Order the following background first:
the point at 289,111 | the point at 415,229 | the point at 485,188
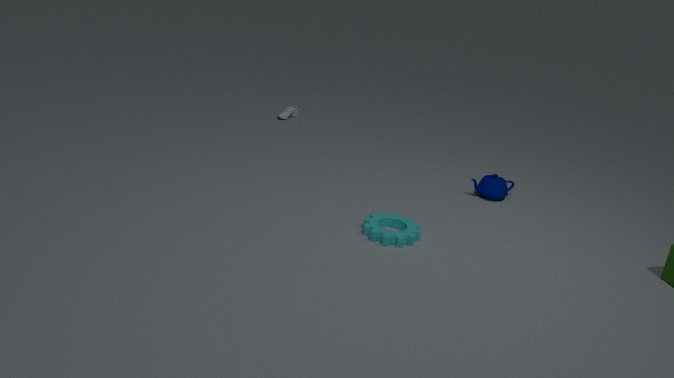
the point at 289,111 < the point at 485,188 < the point at 415,229
